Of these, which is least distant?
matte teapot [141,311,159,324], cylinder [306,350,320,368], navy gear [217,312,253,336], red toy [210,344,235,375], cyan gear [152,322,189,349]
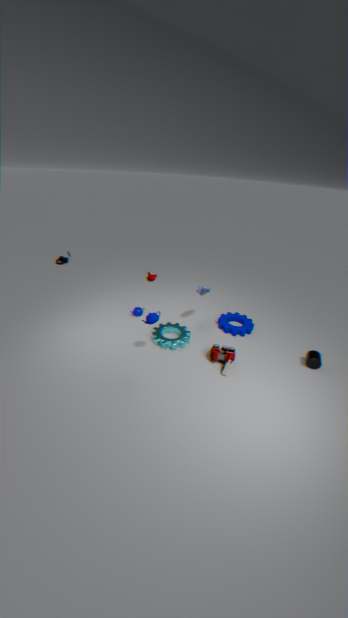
matte teapot [141,311,159,324]
